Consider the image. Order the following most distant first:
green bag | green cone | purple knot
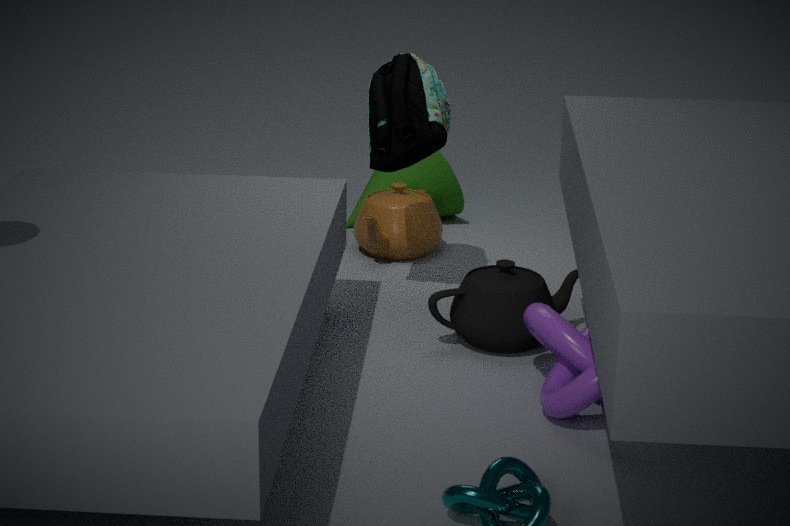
green cone → green bag → purple knot
